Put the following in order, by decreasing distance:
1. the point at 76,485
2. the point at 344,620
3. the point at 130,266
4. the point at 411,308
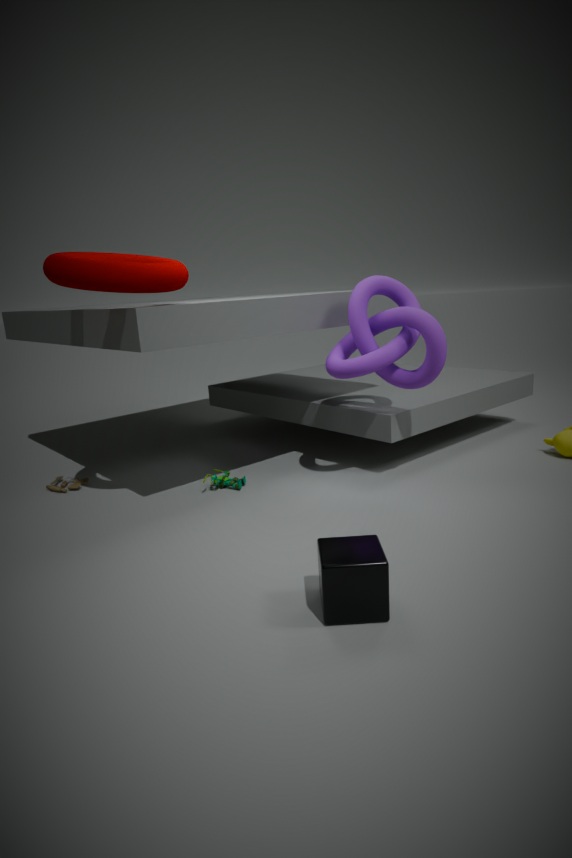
the point at 76,485, the point at 411,308, the point at 130,266, the point at 344,620
